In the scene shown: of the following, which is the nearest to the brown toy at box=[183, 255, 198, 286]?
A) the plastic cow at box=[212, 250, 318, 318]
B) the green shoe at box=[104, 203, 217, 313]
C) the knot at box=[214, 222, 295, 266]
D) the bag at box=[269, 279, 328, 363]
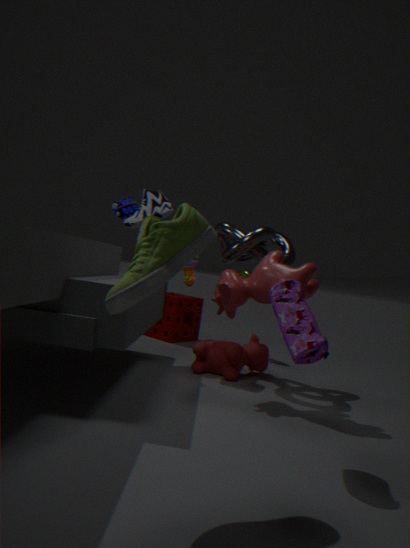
the knot at box=[214, 222, 295, 266]
